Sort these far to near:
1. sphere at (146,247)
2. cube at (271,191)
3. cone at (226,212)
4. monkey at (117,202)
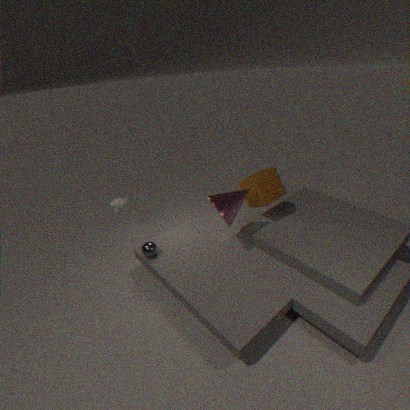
monkey at (117,202)
cube at (271,191)
sphere at (146,247)
cone at (226,212)
